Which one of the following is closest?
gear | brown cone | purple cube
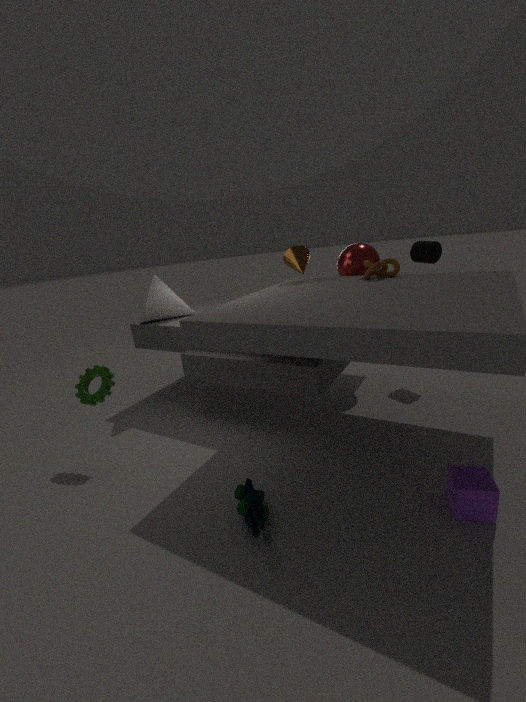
purple cube
